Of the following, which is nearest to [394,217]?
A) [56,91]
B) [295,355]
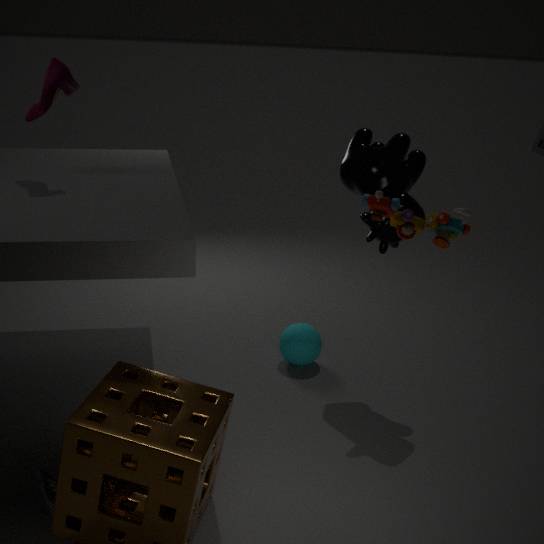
[295,355]
